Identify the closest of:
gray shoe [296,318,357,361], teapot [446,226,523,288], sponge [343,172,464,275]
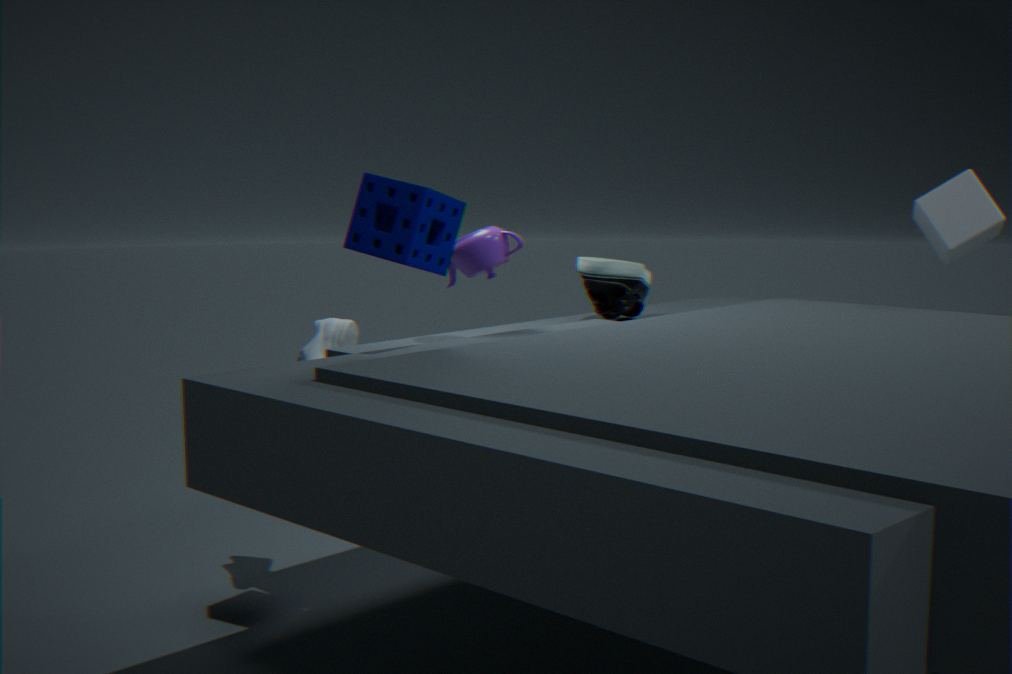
sponge [343,172,464,275]
